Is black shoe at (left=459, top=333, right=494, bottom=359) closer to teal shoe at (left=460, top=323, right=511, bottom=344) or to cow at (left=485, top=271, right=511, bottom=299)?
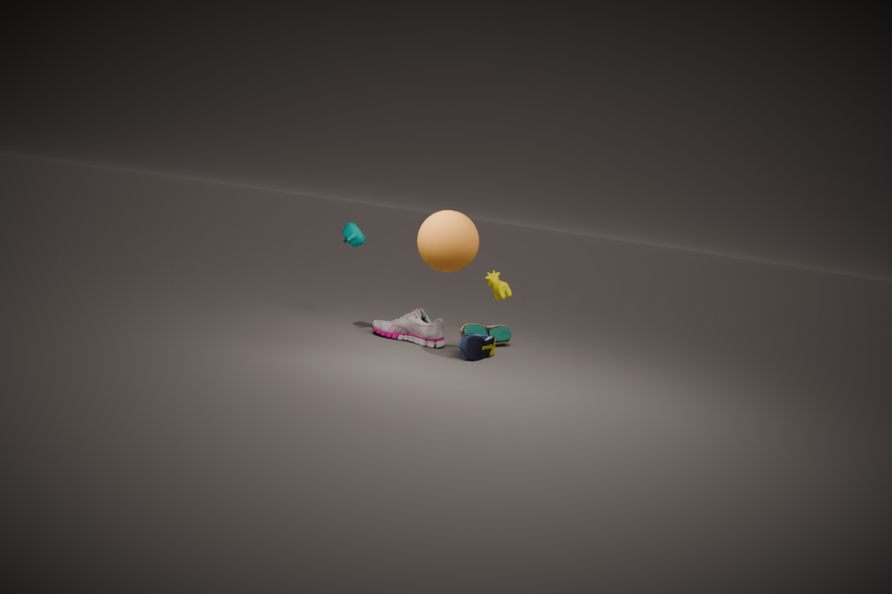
teal shoe at (left=460, top=323, right=511, bottom=344)
